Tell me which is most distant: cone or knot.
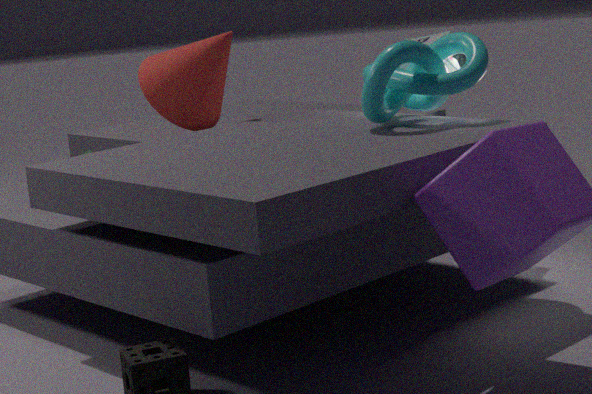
cone
